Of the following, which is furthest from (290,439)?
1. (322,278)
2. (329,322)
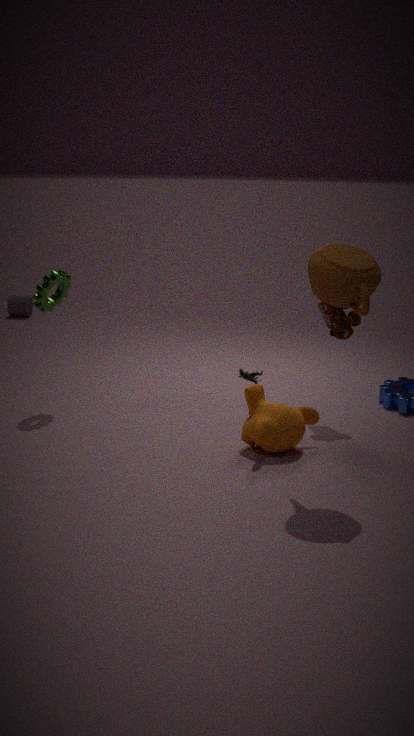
(322,278)
